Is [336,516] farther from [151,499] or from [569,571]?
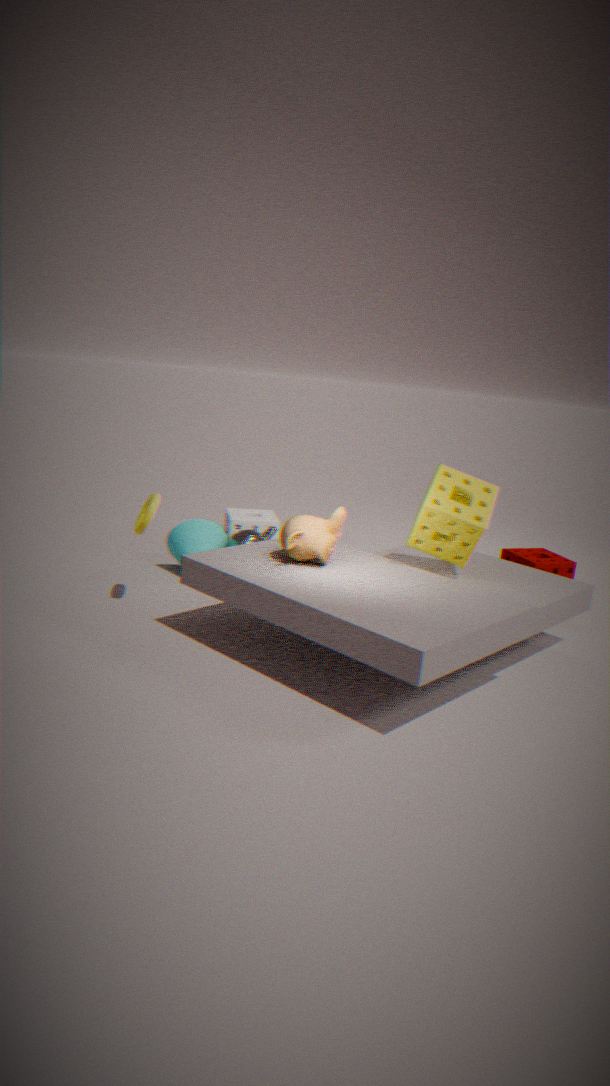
[569,571]
